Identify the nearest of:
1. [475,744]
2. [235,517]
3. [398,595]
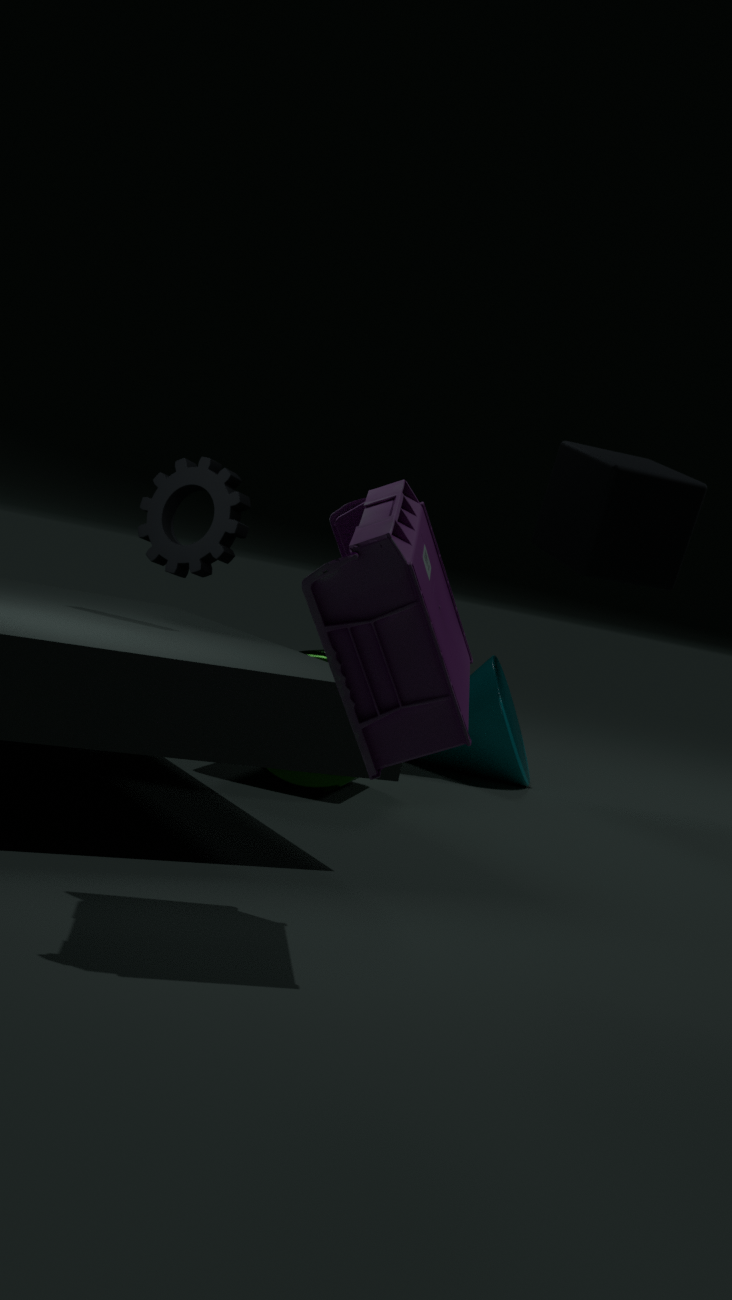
[398,595]
